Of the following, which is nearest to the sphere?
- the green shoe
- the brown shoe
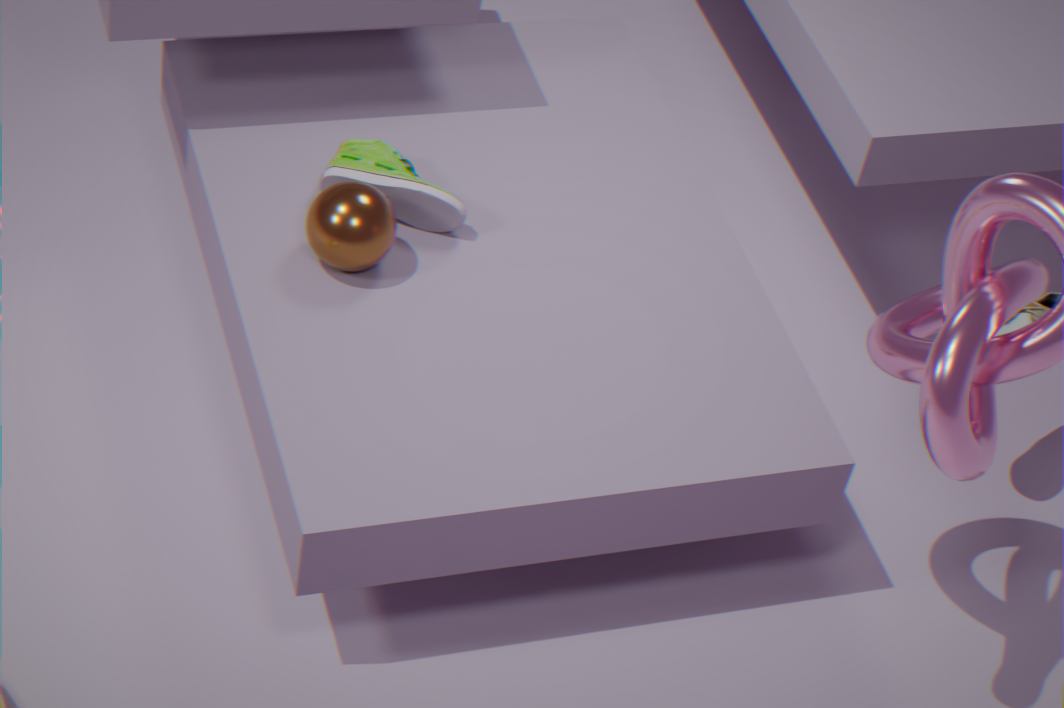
the green shoe
